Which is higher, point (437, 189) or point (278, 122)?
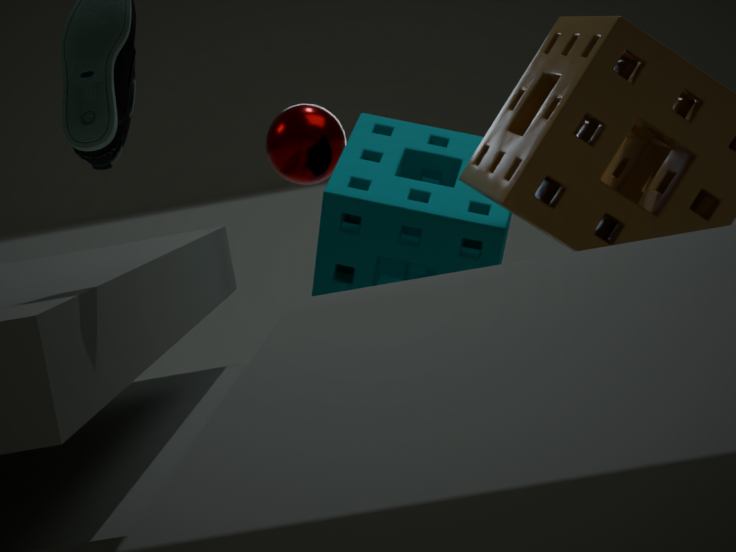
point (278, 122)
